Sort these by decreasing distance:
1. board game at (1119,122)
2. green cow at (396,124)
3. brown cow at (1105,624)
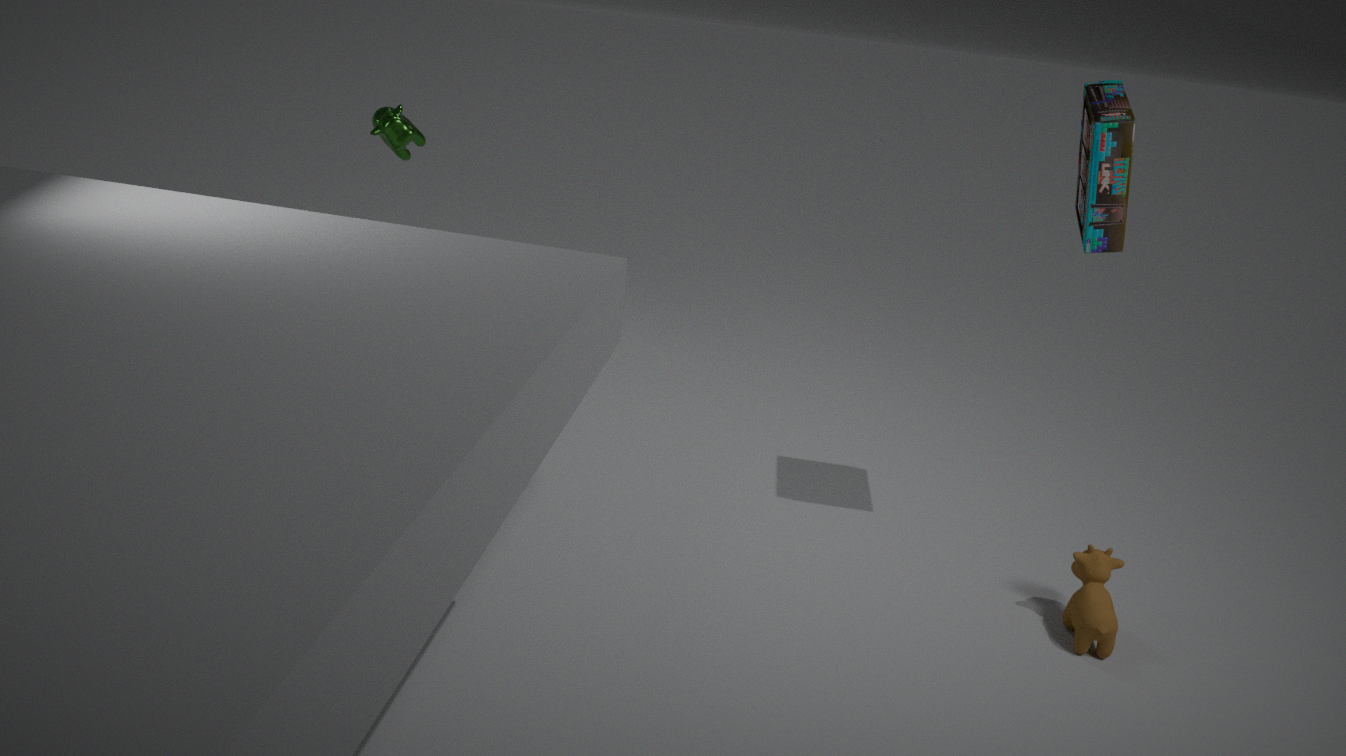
green cow at (396,124) → brown cow at (1105,624) → board game at (1119,122)
